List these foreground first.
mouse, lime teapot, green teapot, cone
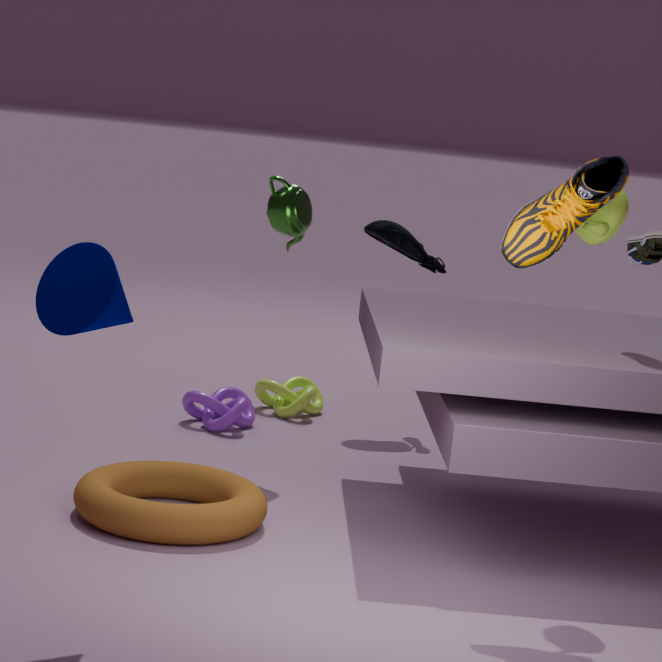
cone, lime teapot, green teapot, mouse
